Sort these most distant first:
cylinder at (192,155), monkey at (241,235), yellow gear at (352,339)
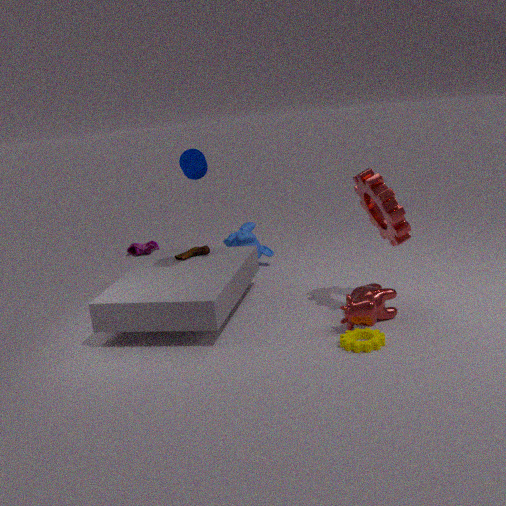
monkey at (241,235) < cylinder at (192,155) < yellow gear at (352,339)
